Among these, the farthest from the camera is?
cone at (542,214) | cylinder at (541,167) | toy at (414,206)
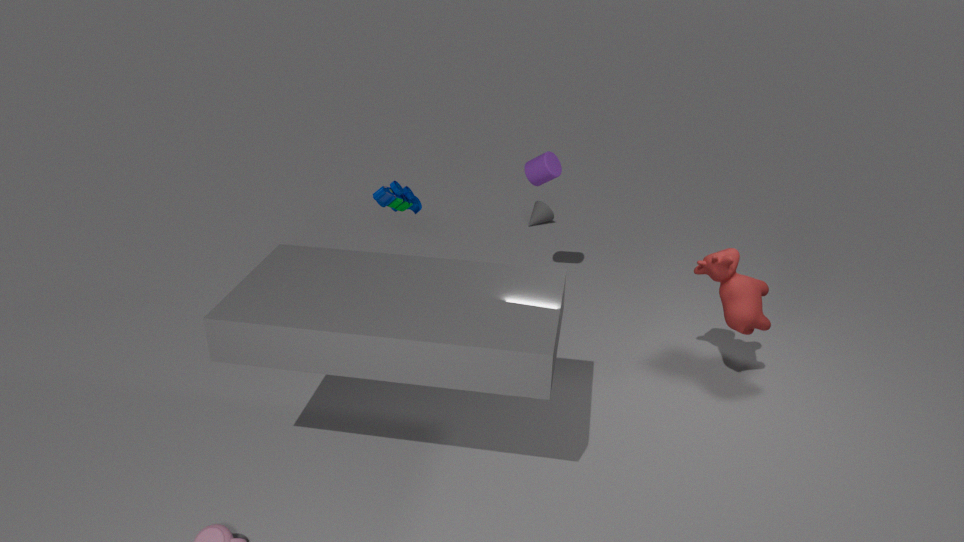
cone at (542,214)
